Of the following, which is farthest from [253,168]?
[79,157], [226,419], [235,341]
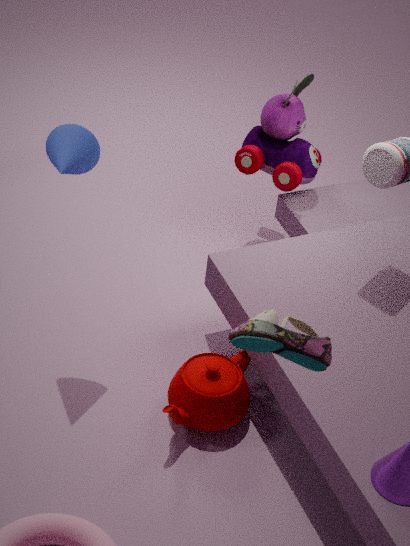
[235,341]
